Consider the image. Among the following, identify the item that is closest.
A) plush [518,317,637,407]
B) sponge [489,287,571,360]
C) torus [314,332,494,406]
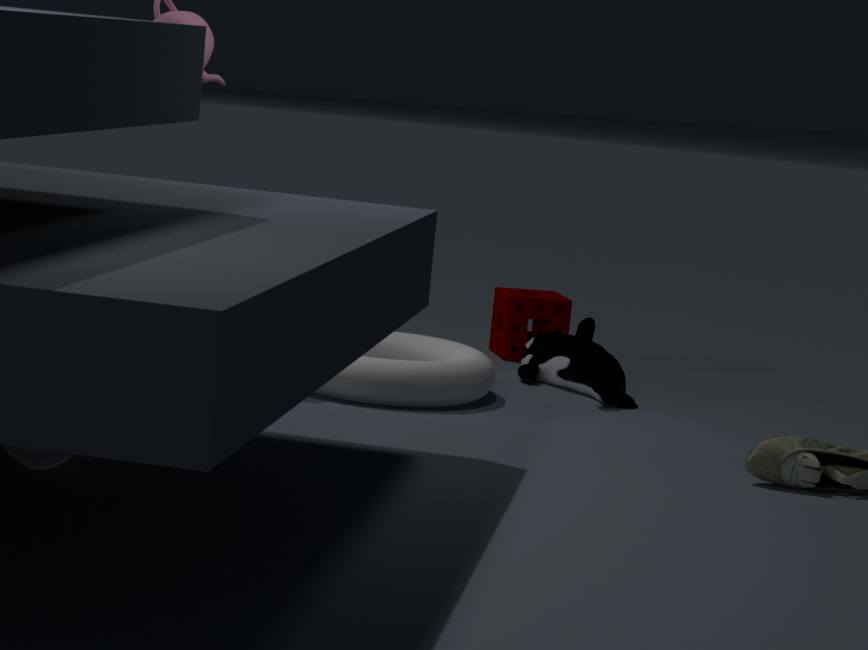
torus [314,332,494,406]
